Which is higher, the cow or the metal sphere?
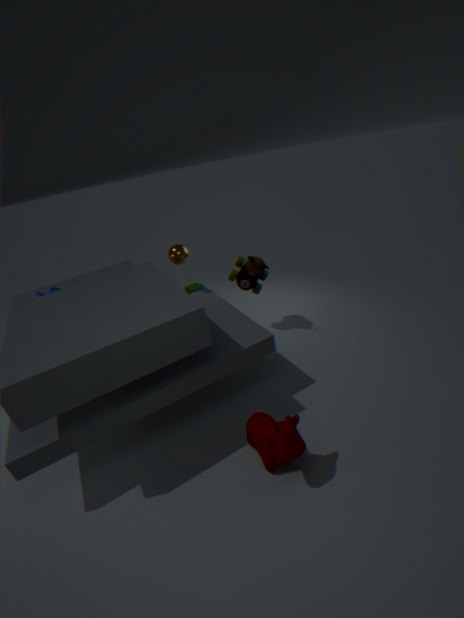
the metal sphere
